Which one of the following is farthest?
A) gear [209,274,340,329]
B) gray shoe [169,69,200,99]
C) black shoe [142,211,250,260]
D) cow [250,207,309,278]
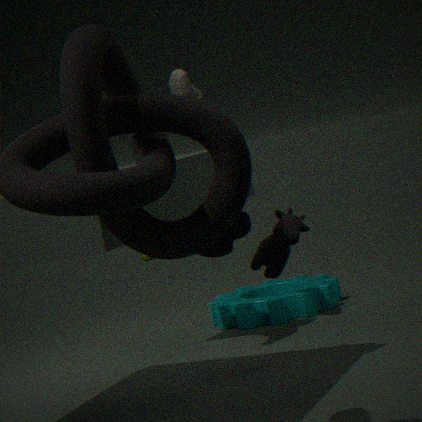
gear [209,274,340,329]
